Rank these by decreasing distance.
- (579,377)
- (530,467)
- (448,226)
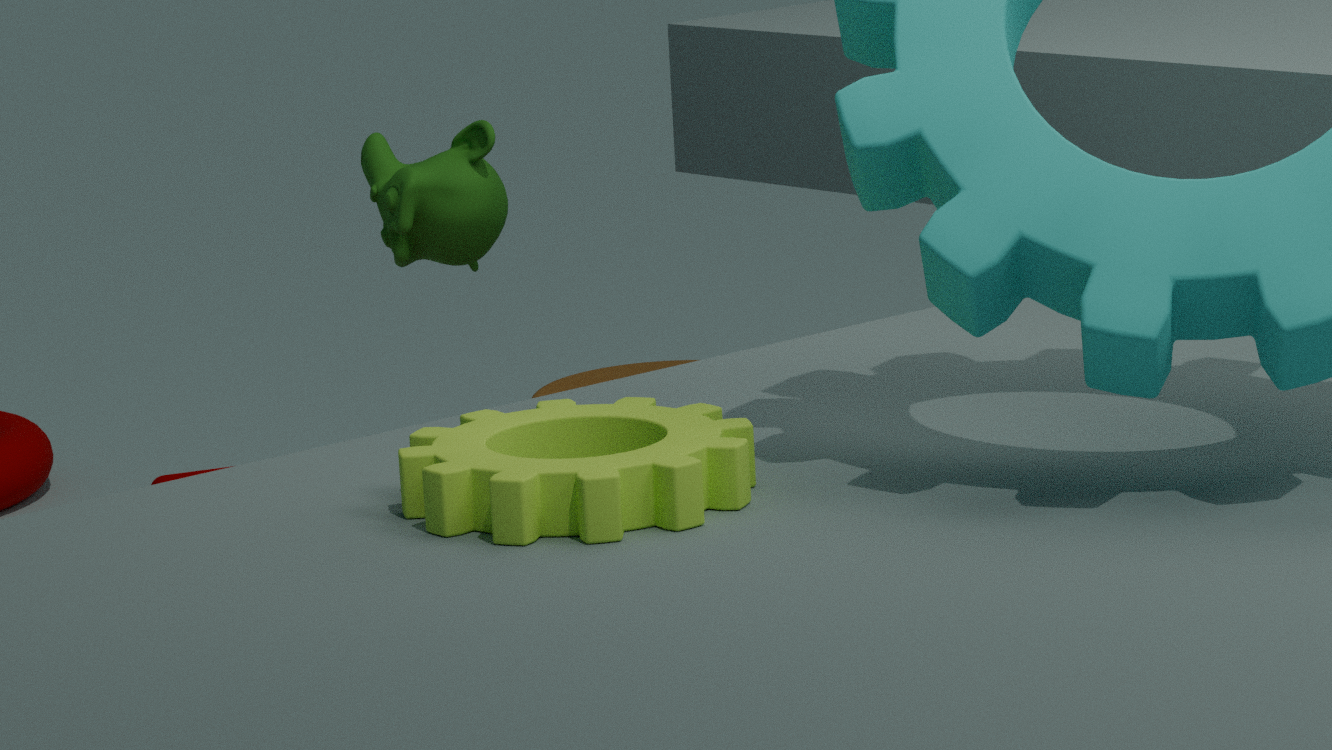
(579,377) → (448,226) → (530,467)
